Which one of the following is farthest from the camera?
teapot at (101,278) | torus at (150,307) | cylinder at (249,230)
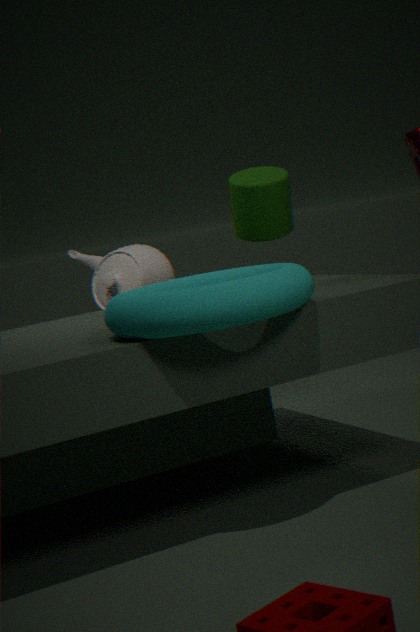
teapot at (101,278)
